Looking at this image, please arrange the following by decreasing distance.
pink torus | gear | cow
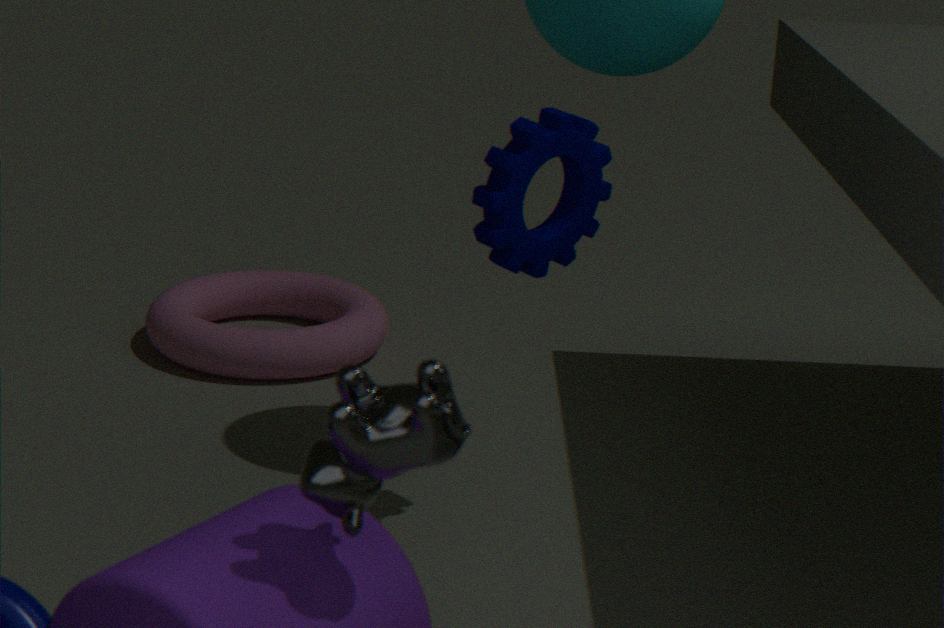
pink torus < gear < cow
